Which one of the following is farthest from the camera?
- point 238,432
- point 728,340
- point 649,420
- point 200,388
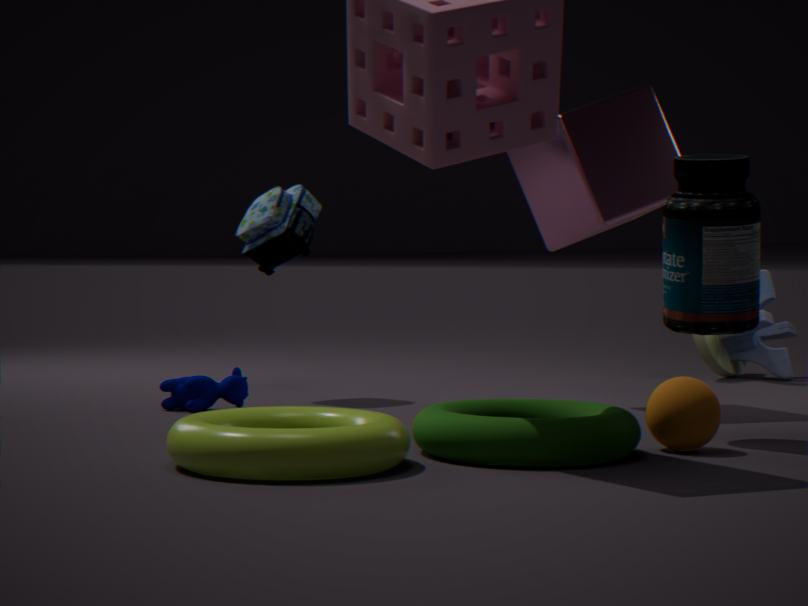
point 728,340
